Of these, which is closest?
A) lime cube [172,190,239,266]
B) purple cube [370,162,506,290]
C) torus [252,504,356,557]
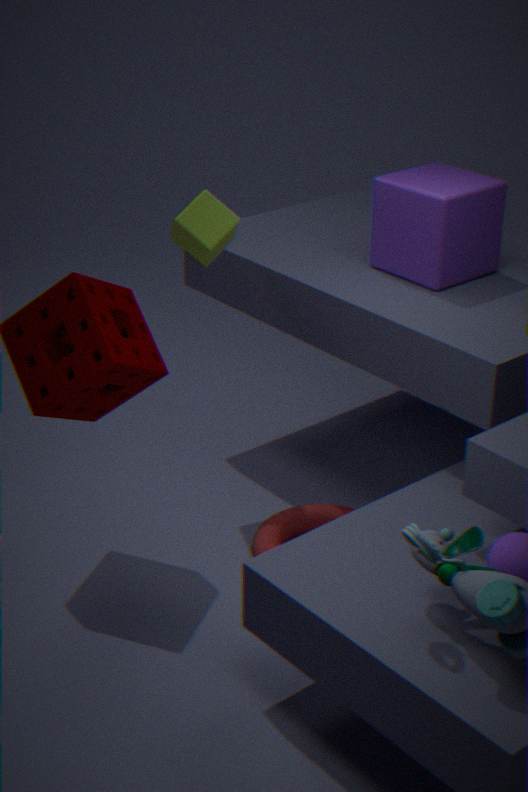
purple cube [370,162,506,290]
